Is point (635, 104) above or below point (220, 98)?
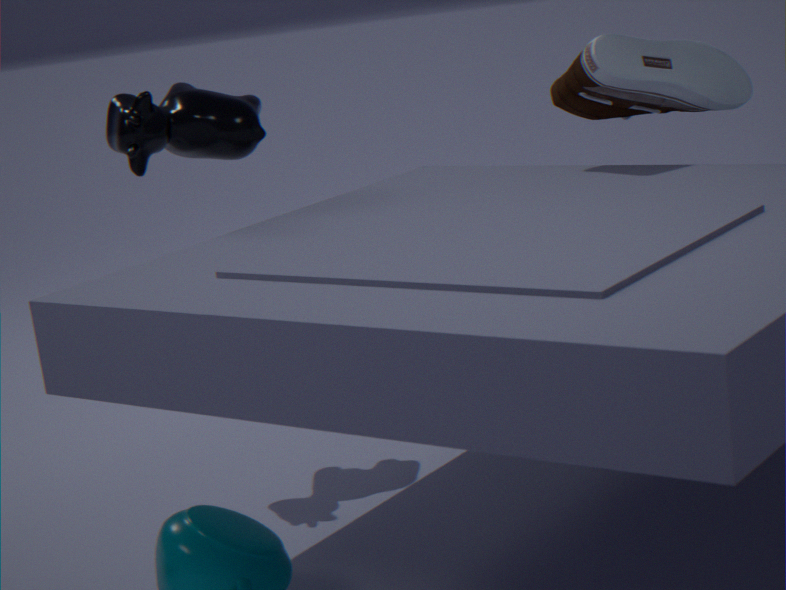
below
